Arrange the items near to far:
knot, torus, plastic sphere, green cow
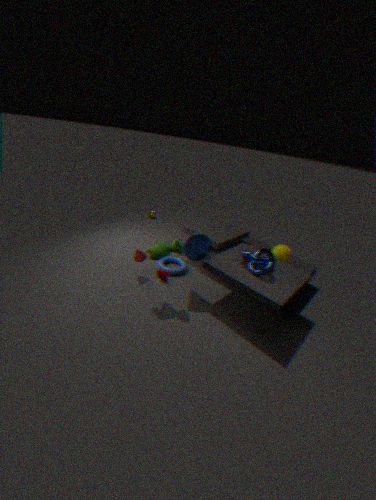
green cow, knot, plastic sphere, torus
